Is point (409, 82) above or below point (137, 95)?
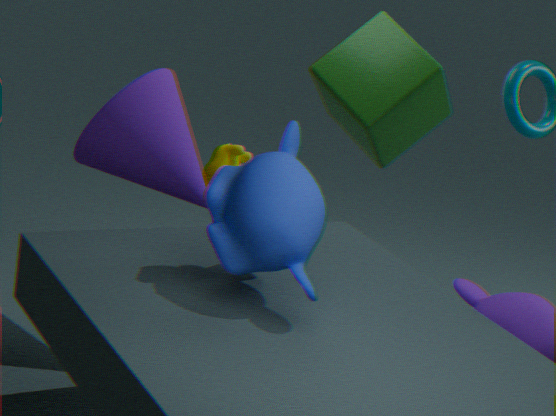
above
